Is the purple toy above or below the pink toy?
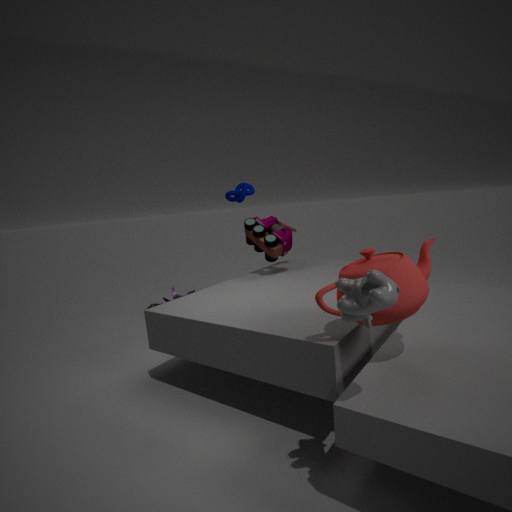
below
